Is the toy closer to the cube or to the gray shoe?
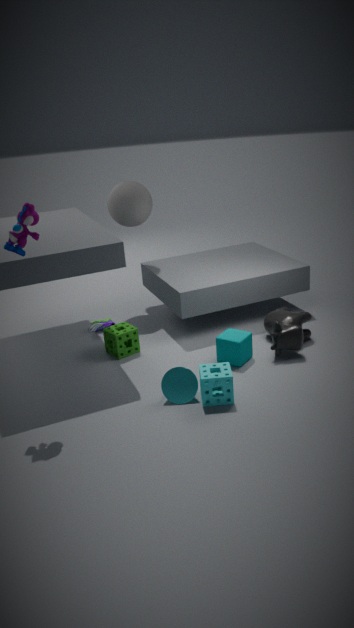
Result: the cube
